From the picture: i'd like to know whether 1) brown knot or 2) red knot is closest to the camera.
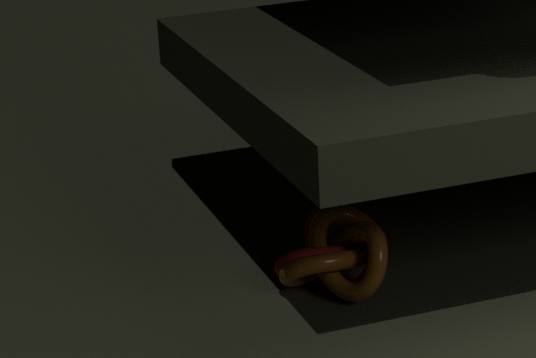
1. brown knot
